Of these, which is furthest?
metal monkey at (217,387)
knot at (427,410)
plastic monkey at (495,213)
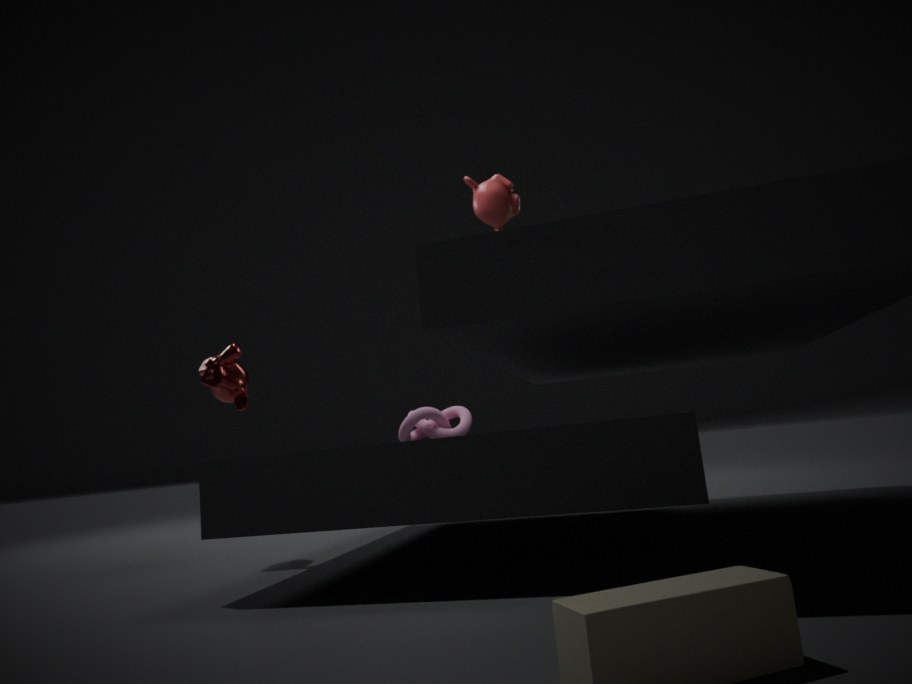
knot at (427,410)
